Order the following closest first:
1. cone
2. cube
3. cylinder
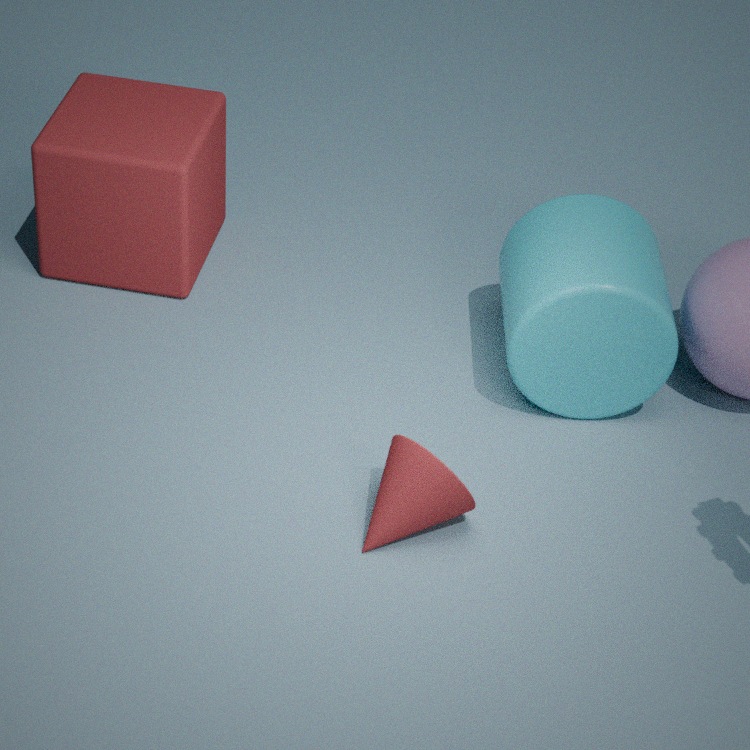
cone, cylinder, cube
